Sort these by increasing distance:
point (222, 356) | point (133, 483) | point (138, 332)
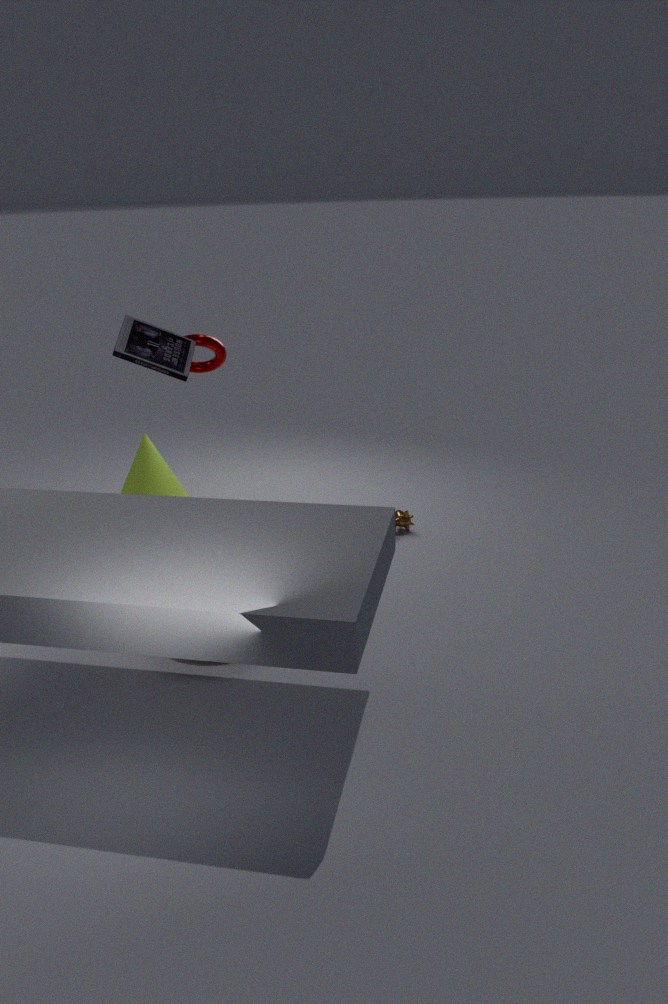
point (138, 332)
point (222, 356)
point (133, 483)
